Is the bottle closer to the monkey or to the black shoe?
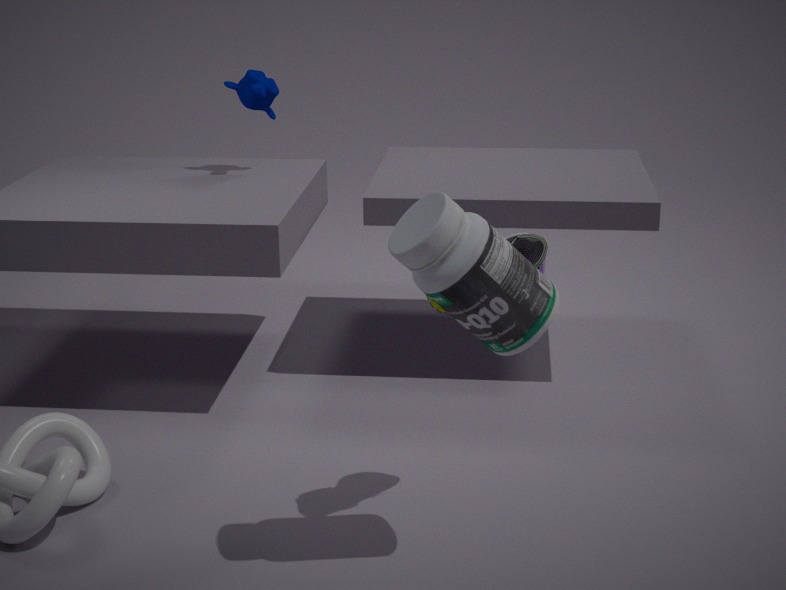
the black shoe
